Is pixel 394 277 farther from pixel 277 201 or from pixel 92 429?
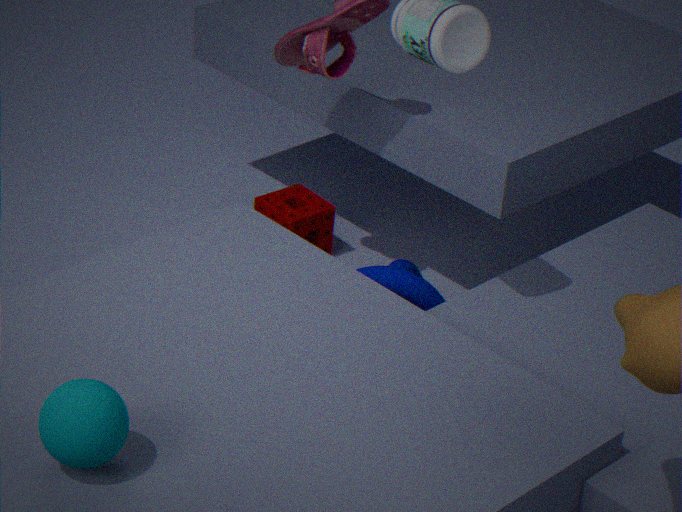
pixel 92 429
